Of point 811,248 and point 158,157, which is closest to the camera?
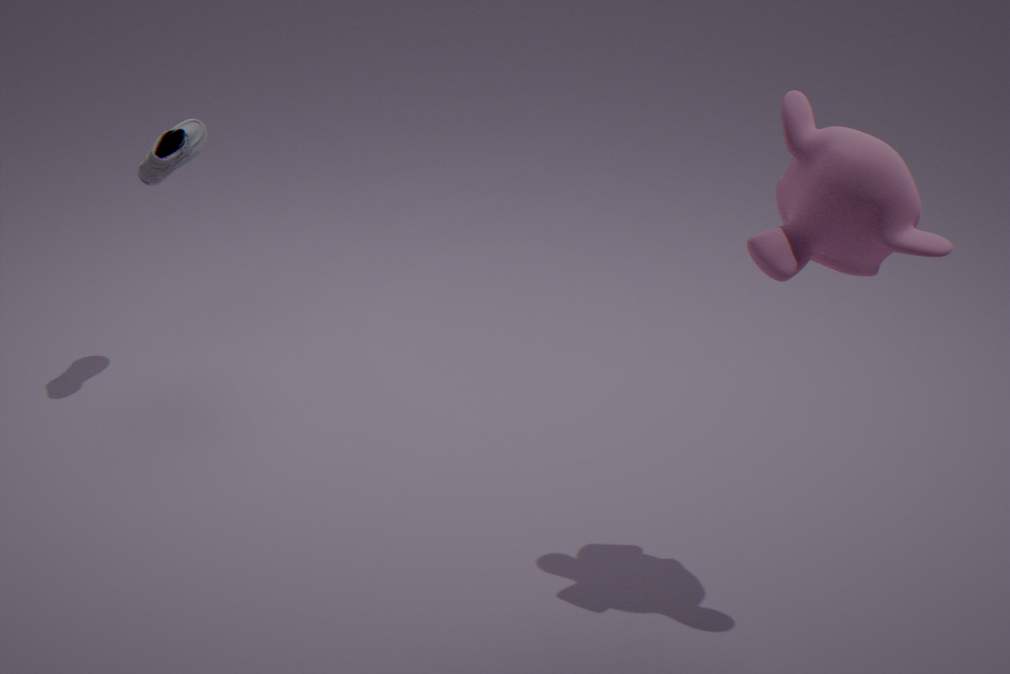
point 811,248
